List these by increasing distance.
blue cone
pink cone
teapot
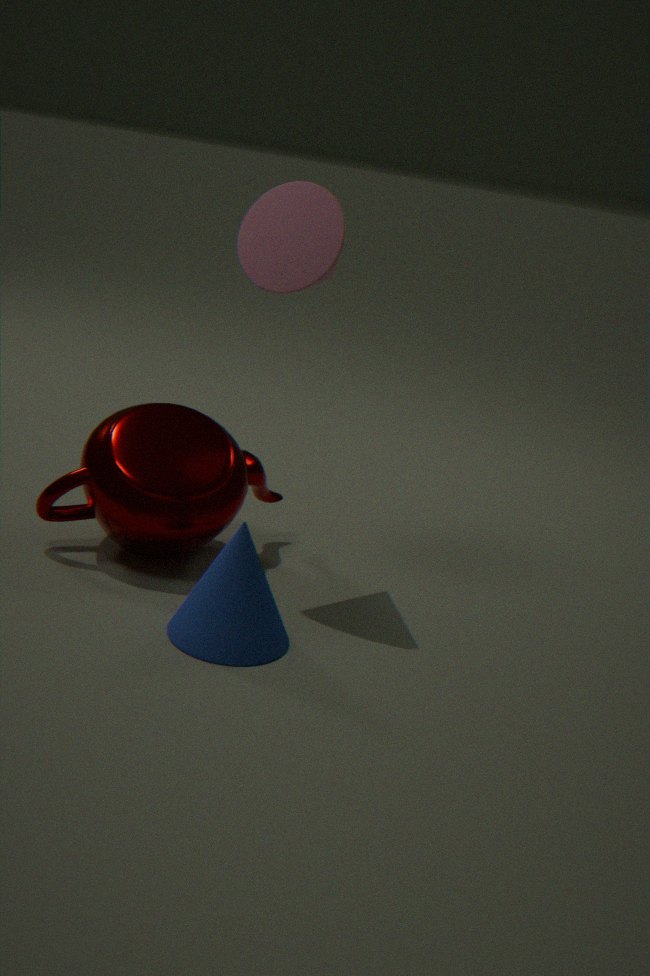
blue cone → pink cone → teapot
